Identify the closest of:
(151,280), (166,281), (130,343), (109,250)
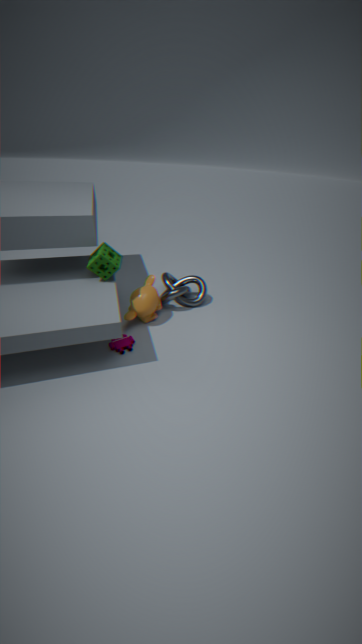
(109,250)
